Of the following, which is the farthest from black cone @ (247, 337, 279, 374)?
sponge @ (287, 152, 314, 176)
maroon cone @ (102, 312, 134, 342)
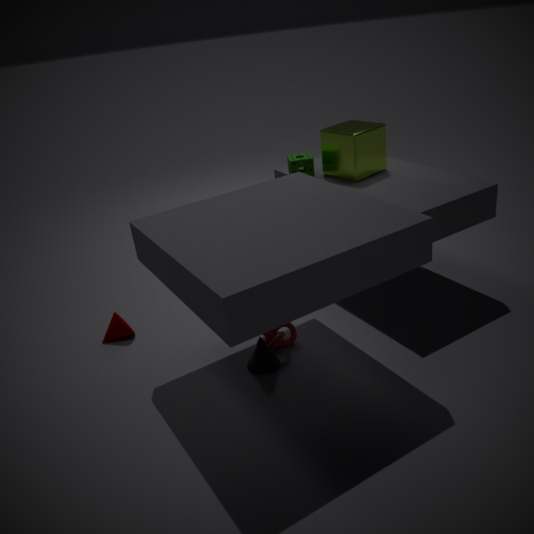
sponge @ (287, 152, 314, 176)
